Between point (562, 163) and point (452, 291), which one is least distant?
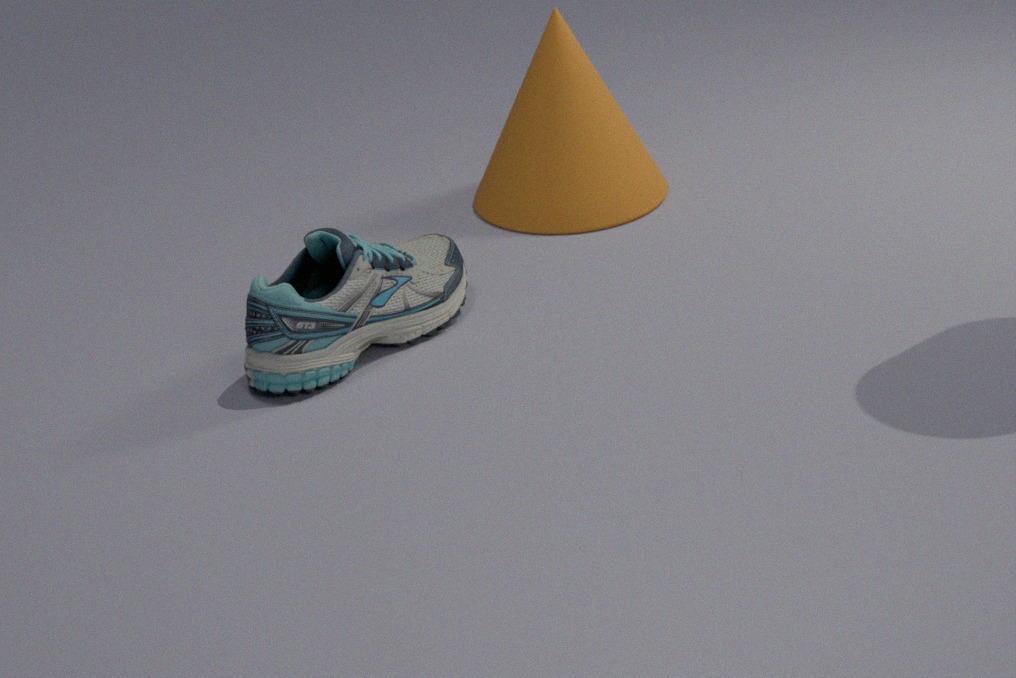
point (452, 291)
